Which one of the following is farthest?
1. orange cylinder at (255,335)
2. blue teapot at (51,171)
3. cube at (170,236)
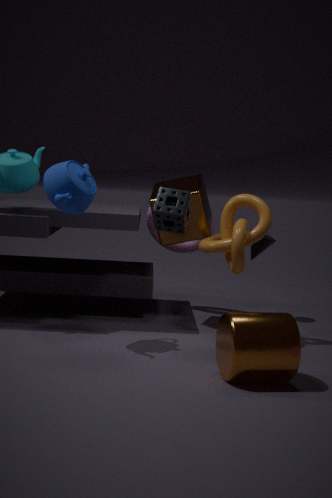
cube at (170,236)
